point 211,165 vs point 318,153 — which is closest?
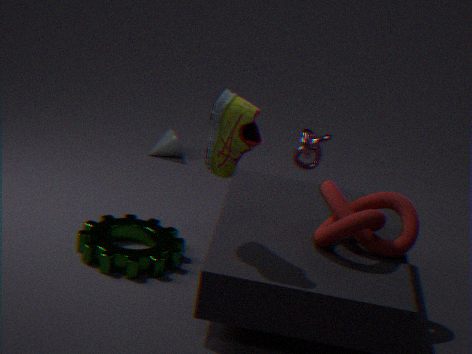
point 211,165
